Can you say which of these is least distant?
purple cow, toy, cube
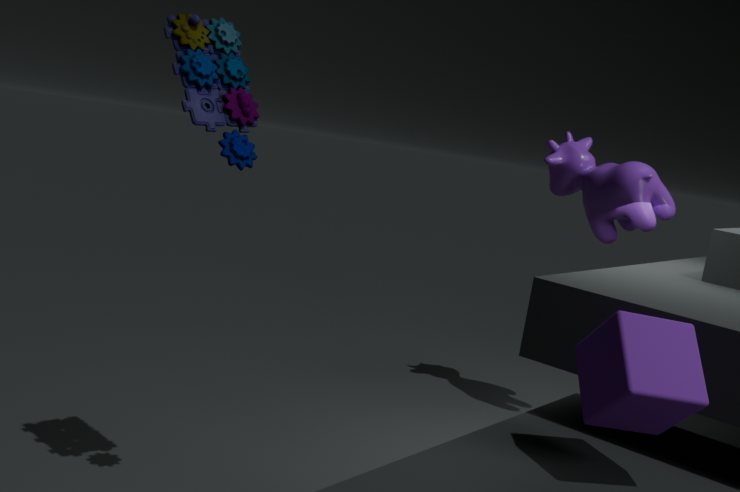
cube
